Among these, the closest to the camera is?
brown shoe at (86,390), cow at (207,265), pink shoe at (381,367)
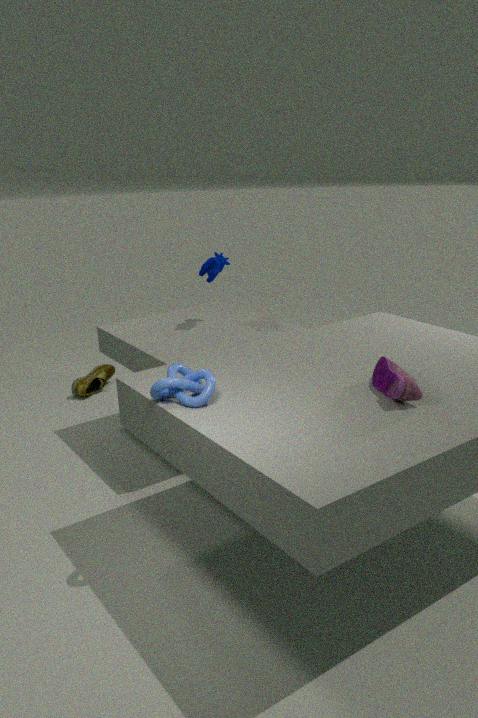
pink shoe at (381,367)
